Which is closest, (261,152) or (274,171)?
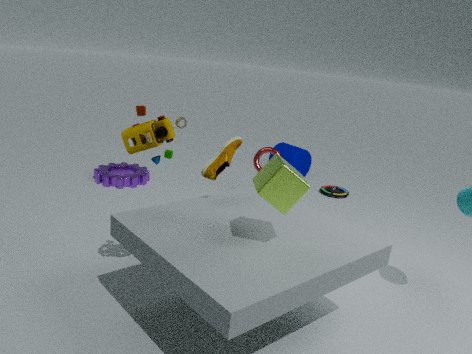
(274,171)
